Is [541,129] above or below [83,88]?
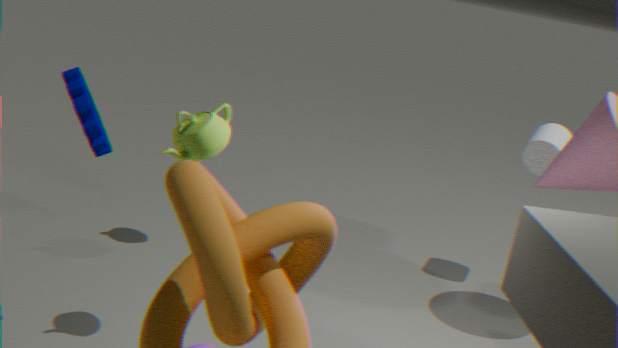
below
